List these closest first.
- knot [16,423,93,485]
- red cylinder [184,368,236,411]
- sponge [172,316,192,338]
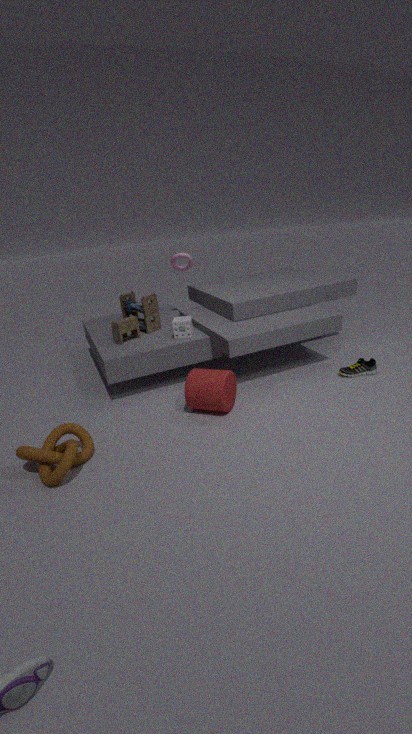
knot [16,423,93,485], red cylinder [184,368,236,411], sponge [172,316,192,338]
